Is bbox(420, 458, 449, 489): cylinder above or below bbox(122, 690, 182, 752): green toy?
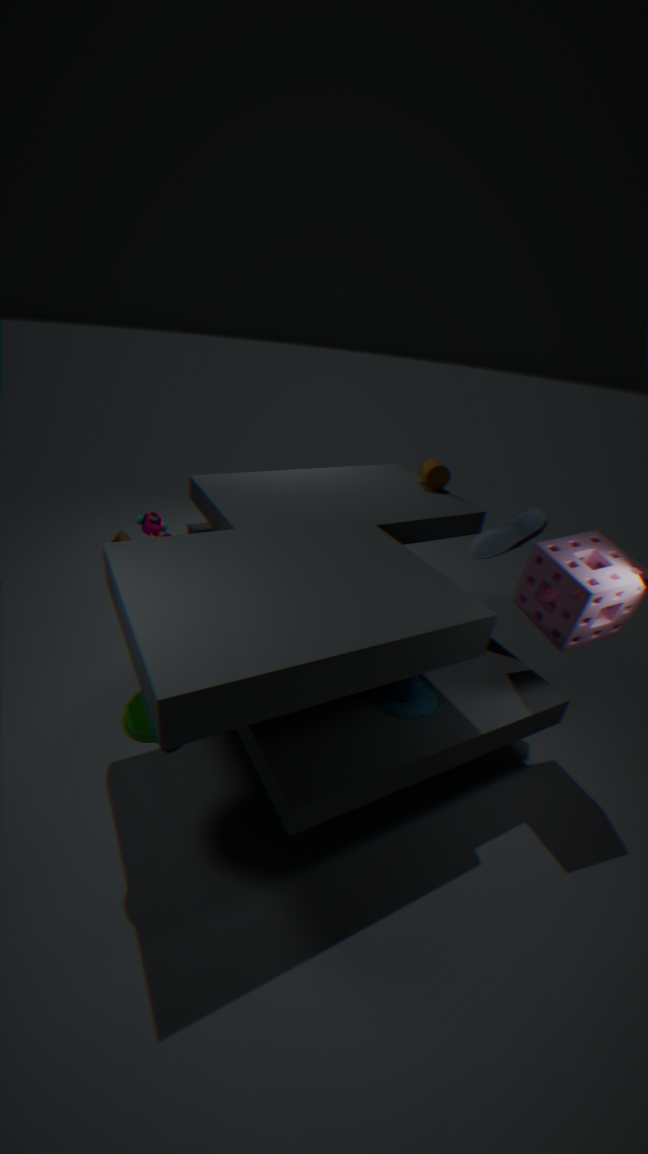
above
